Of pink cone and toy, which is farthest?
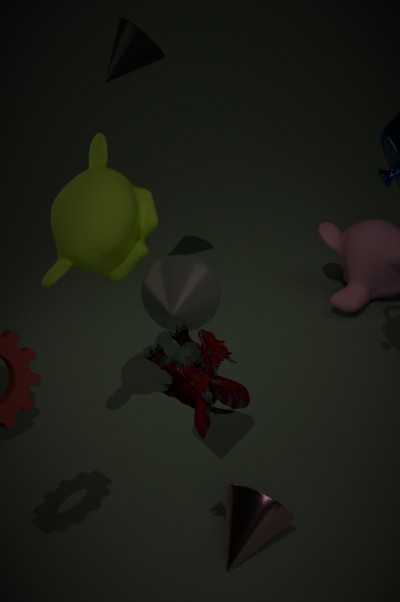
pink cone
